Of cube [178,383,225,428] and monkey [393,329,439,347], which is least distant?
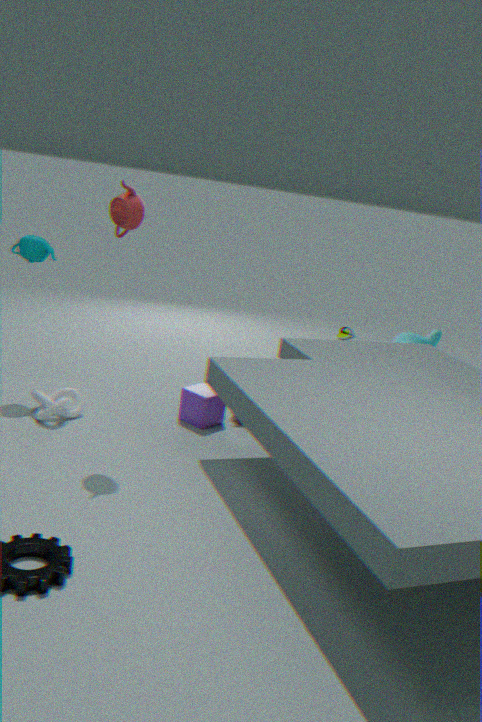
cube [178,383,225,428]
